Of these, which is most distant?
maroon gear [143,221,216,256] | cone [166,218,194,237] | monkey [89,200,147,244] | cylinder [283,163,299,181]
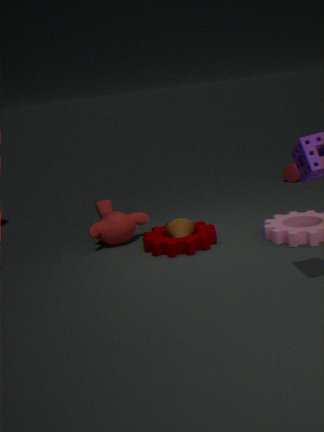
cylinder [283,163,299,181]
